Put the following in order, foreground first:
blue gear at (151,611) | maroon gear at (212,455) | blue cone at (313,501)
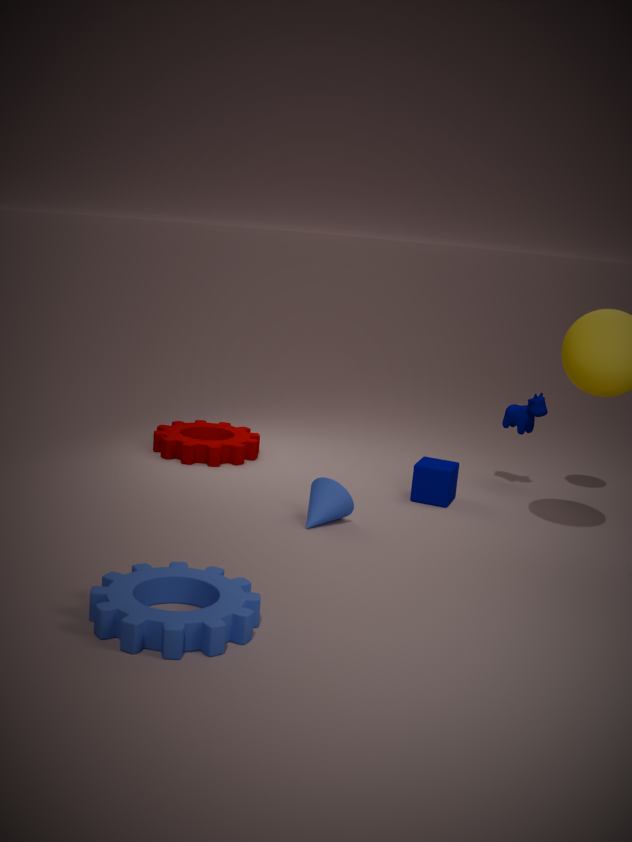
1. blue gear at (151,611)
2. blue cone at (313,501)
3. maroon gear at (212,455)
